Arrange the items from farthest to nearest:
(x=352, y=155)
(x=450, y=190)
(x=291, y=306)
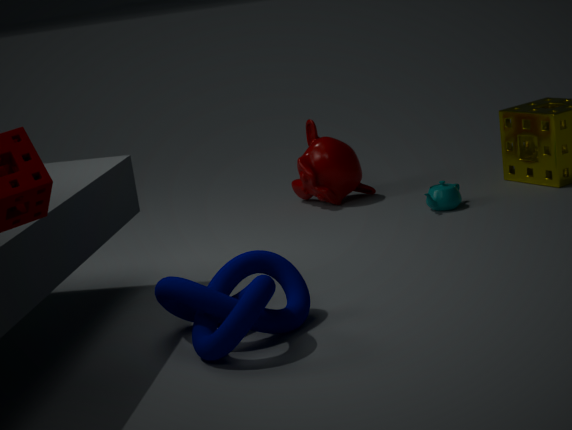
(x=352, y=155)
(x=450, y=190)
(x=291, y=306)
